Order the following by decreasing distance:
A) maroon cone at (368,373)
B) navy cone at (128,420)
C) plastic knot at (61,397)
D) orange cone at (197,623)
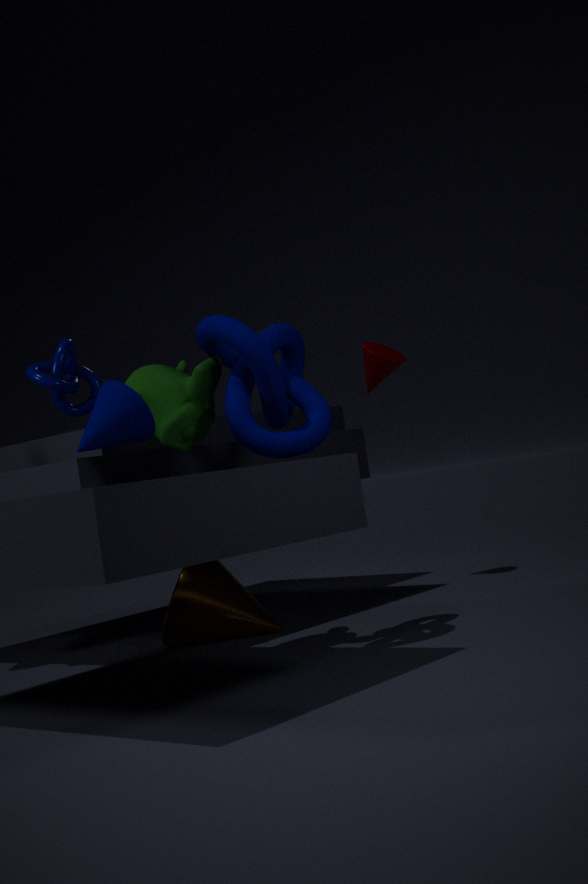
maroon cone at (368,373)
orange cone at (197,623)
plastic knot at (61,397)
navy cone at (128,420)
